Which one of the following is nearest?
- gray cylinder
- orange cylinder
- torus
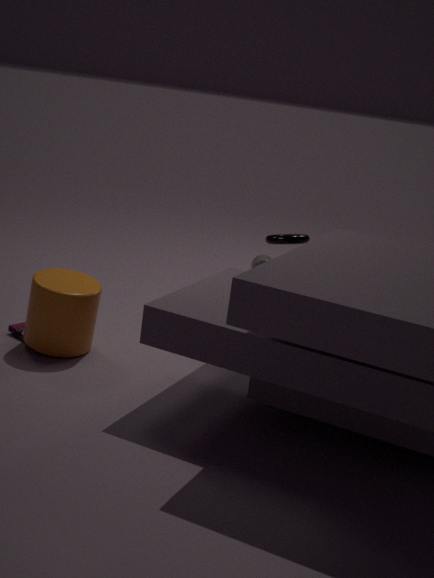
orange cylinder
